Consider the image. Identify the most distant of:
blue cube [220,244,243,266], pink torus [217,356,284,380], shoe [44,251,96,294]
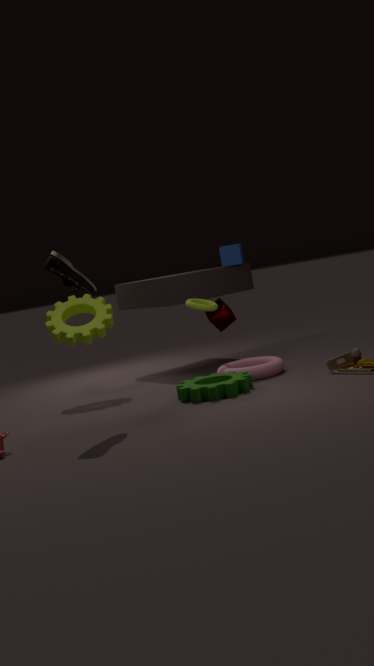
blue cube [220,244,243,266]
